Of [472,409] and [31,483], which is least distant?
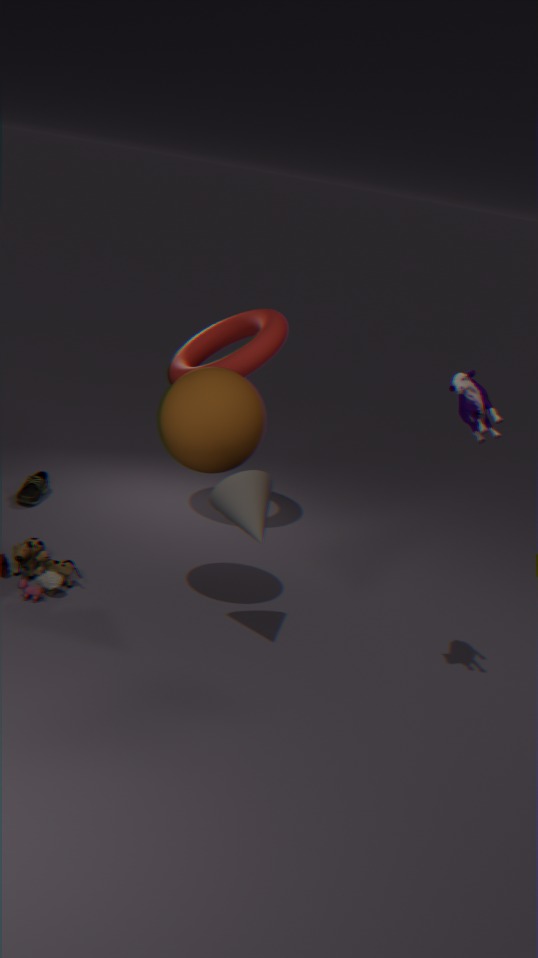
[472,409]
